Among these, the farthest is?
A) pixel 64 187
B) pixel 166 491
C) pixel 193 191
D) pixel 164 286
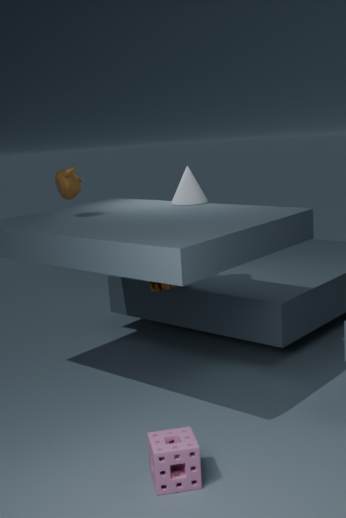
pixel 164 286
